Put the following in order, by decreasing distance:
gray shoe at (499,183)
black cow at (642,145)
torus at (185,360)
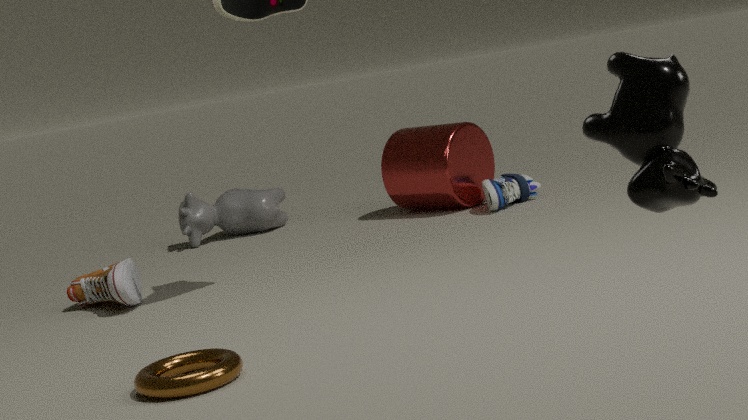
gray shoe at (499,183)
torus at (185,360)
black cow at (642,145)
